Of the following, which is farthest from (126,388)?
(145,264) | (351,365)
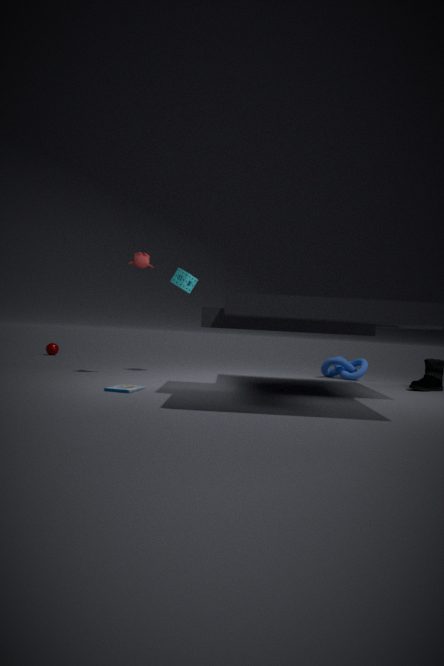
(351,365)
